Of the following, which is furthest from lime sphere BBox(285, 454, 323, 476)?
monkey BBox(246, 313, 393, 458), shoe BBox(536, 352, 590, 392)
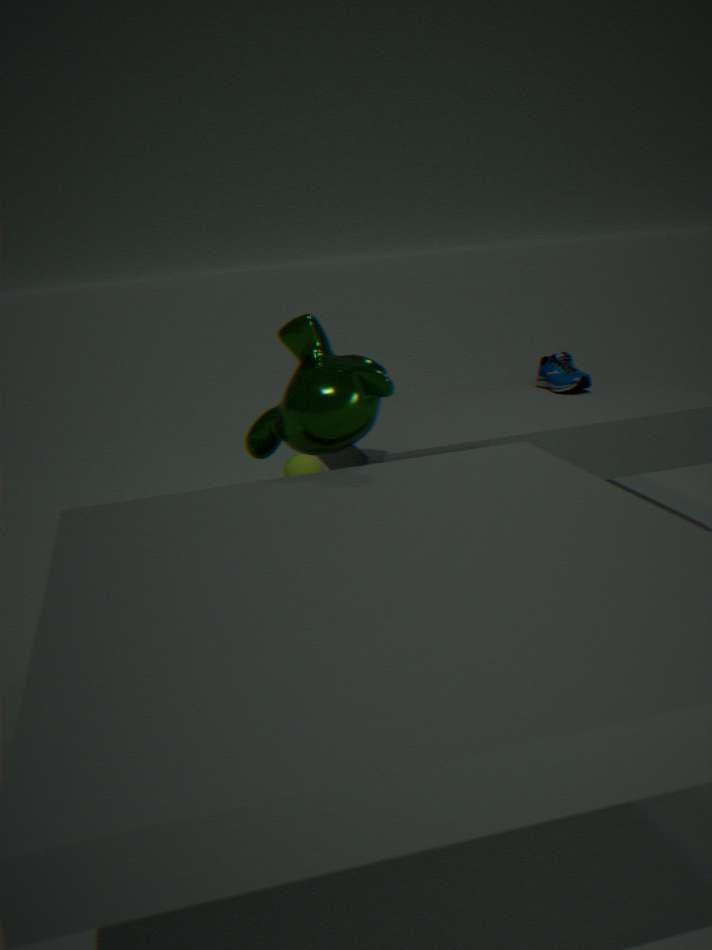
Result: monkey BBox(246, 313, 393, 458)
